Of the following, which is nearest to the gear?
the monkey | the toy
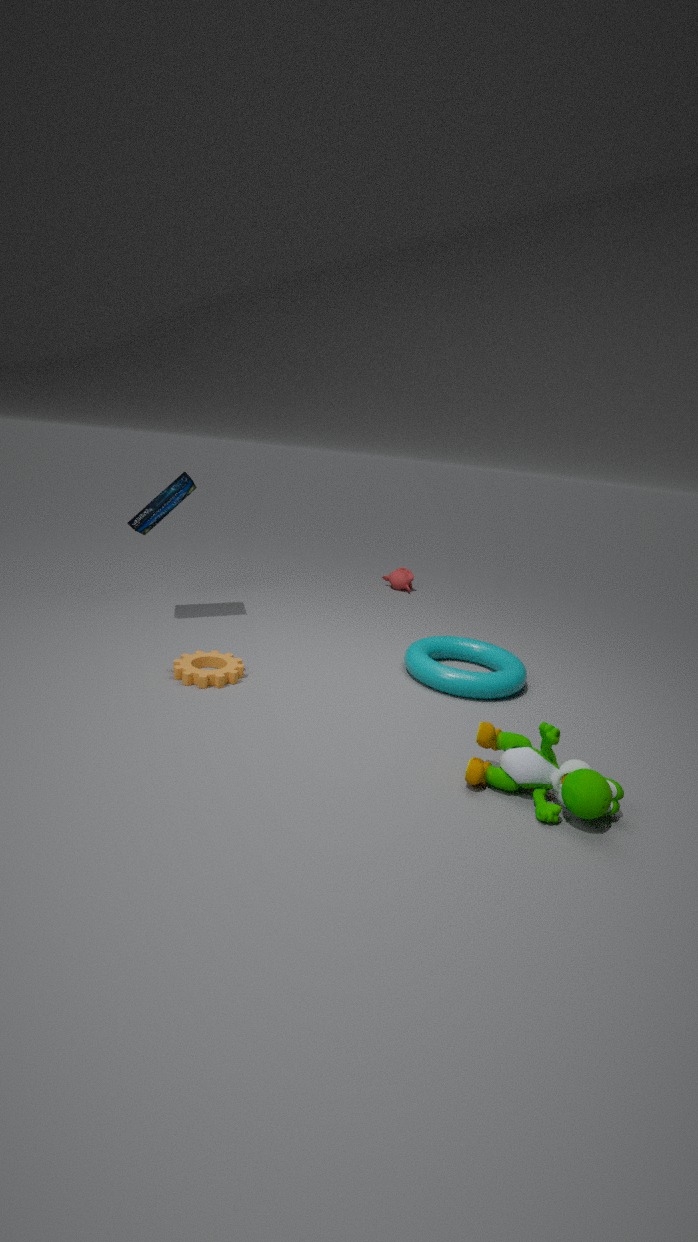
the toy
